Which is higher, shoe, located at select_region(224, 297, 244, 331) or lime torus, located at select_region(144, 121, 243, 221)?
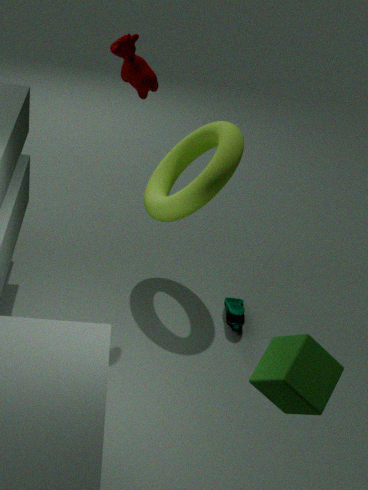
lime torus, located at select_region(144, 121, 243, 221)
